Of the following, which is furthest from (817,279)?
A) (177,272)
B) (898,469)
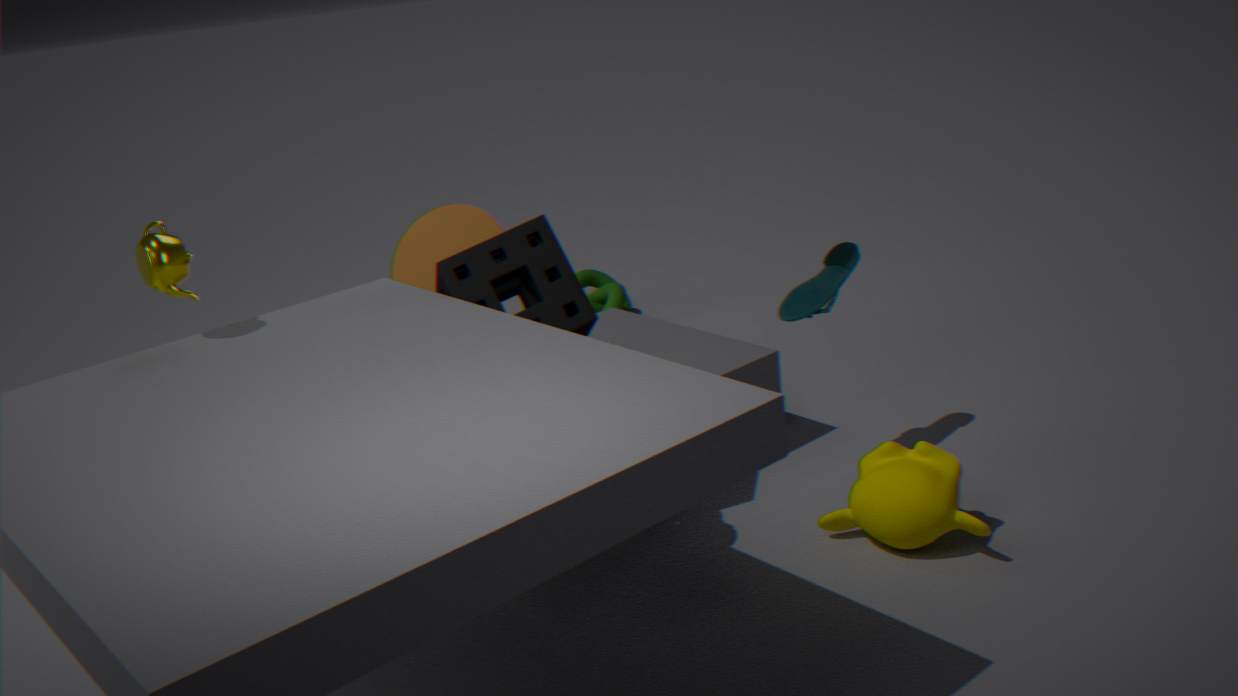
(177,272)
